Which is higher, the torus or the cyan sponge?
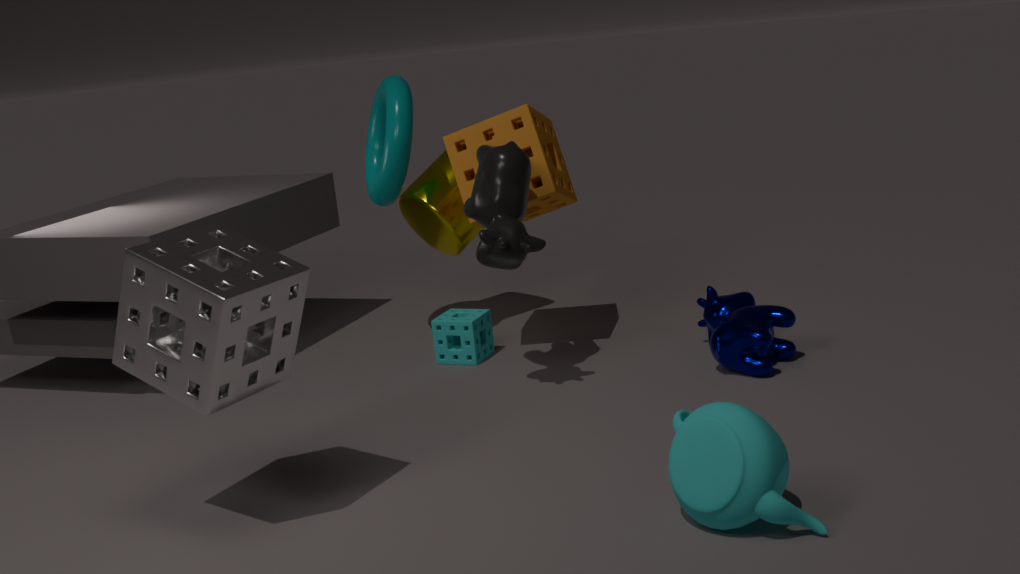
the torus
